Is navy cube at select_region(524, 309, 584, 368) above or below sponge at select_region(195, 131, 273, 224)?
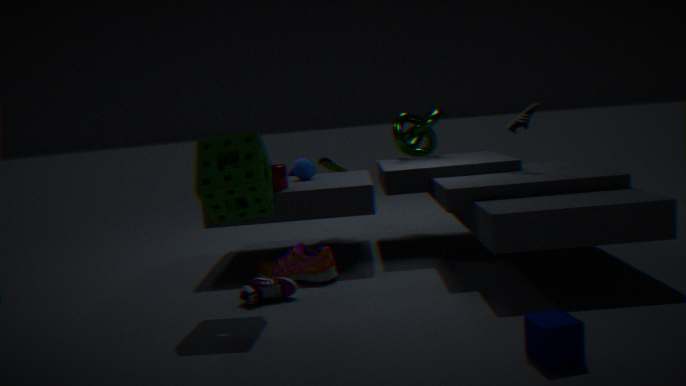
below
